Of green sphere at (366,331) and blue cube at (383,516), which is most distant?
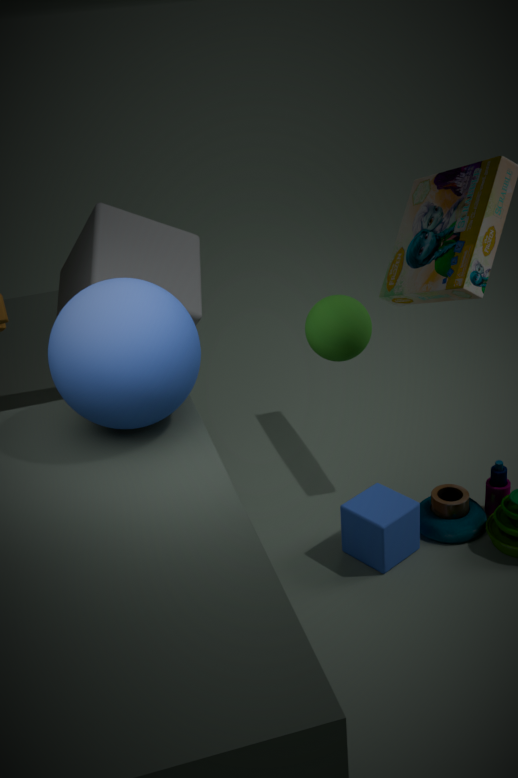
blue cube at (383,516)
